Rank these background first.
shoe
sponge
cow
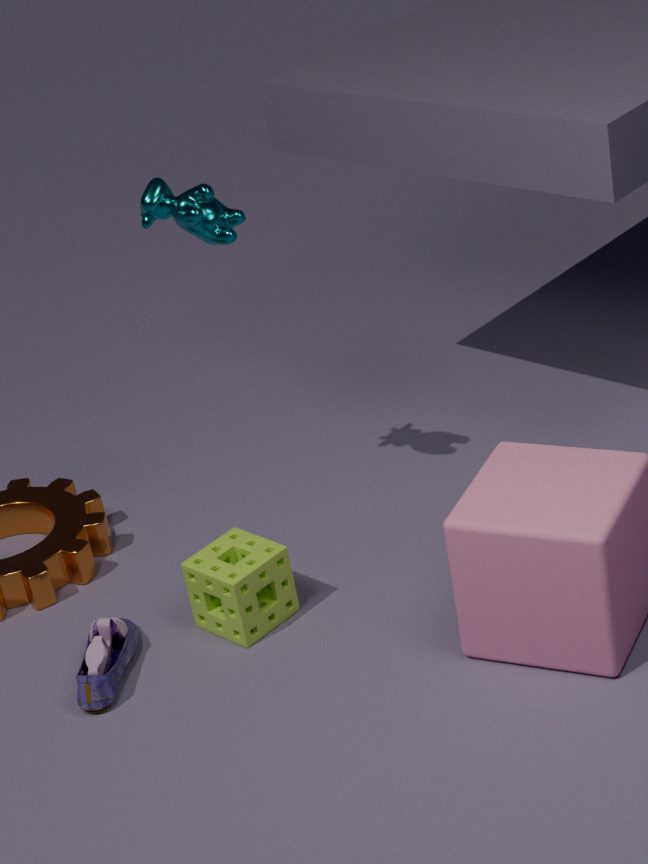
cow
sponge
shoe
